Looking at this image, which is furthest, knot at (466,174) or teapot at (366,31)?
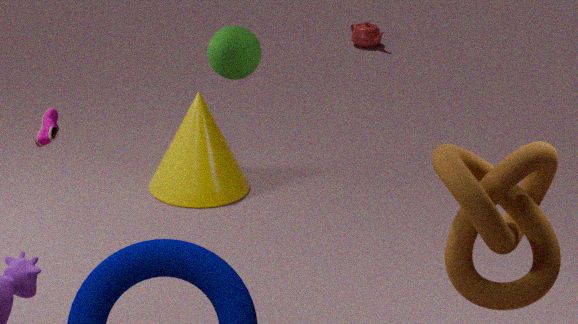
teapot at (366,31)
